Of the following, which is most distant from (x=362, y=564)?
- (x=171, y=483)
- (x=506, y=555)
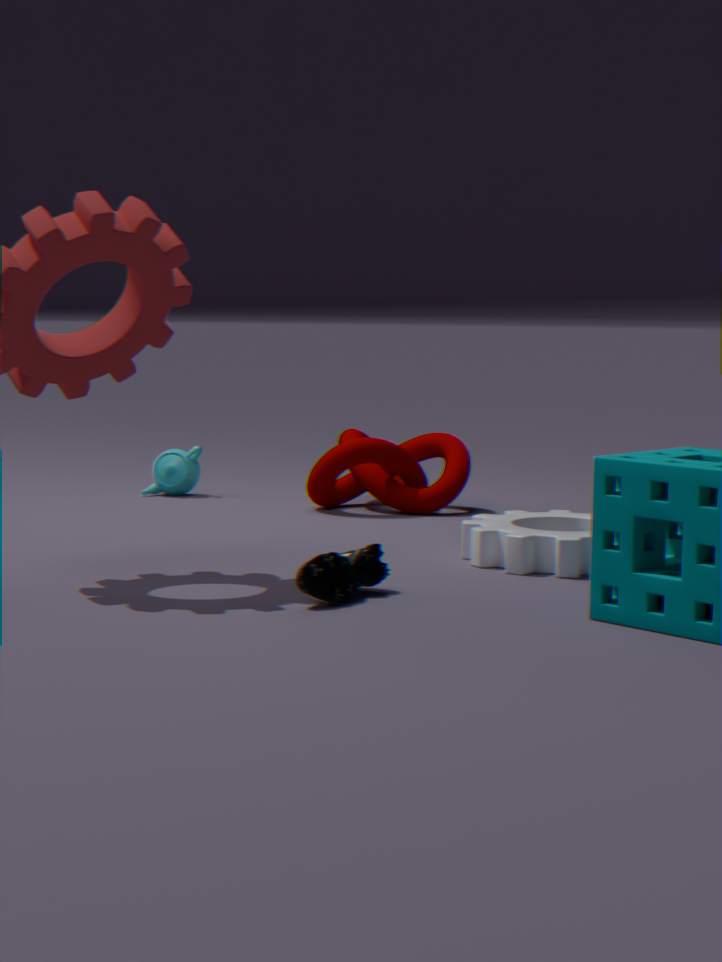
(x=171, y=483)
